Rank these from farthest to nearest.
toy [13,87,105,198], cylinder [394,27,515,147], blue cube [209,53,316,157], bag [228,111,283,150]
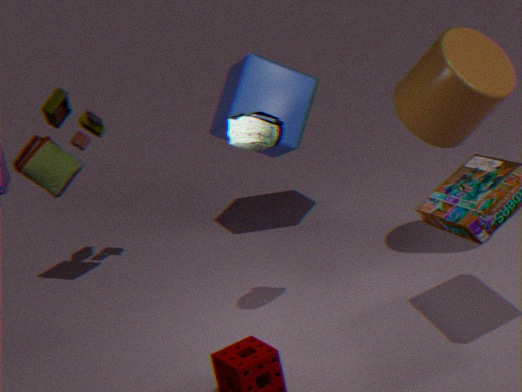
blue cube [209,53,316,157] < toy [13,87,105,198] < cylinder [394,27,515,147] < bag [228,111,283,150]
